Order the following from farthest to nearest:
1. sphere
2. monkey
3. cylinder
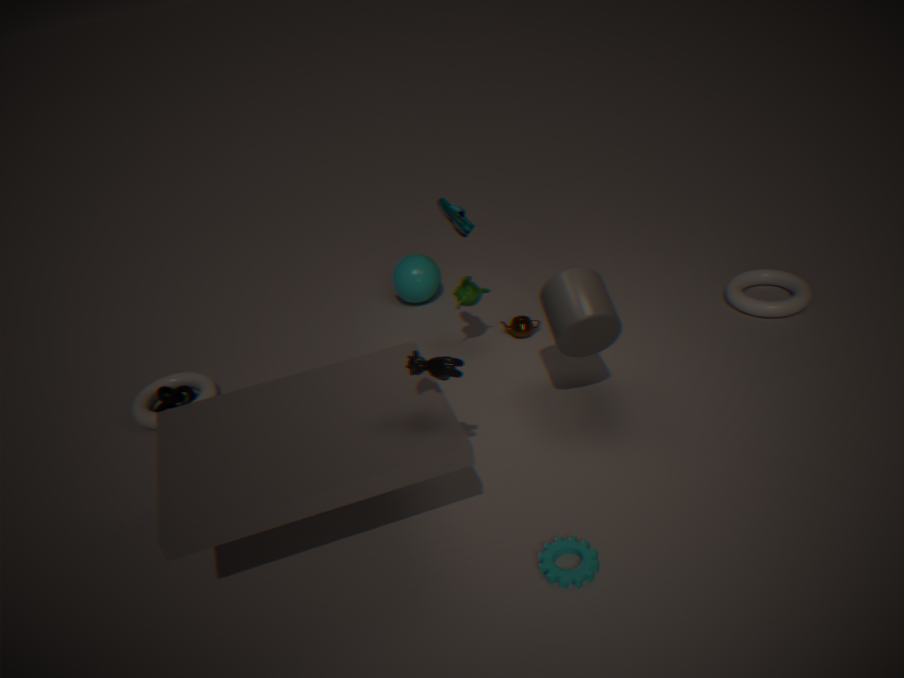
sphere < monkey < cylinder
